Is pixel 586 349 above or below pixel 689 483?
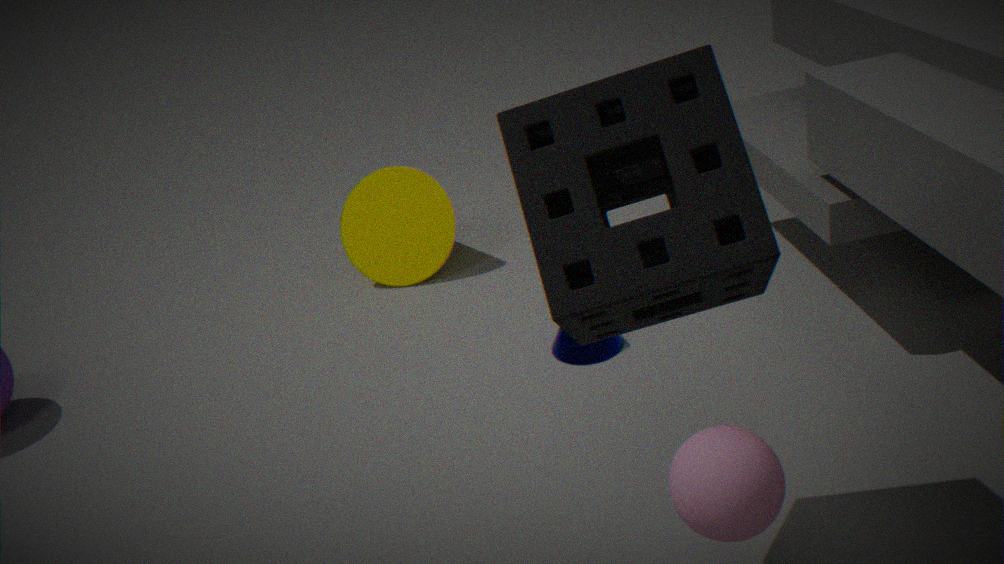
below
